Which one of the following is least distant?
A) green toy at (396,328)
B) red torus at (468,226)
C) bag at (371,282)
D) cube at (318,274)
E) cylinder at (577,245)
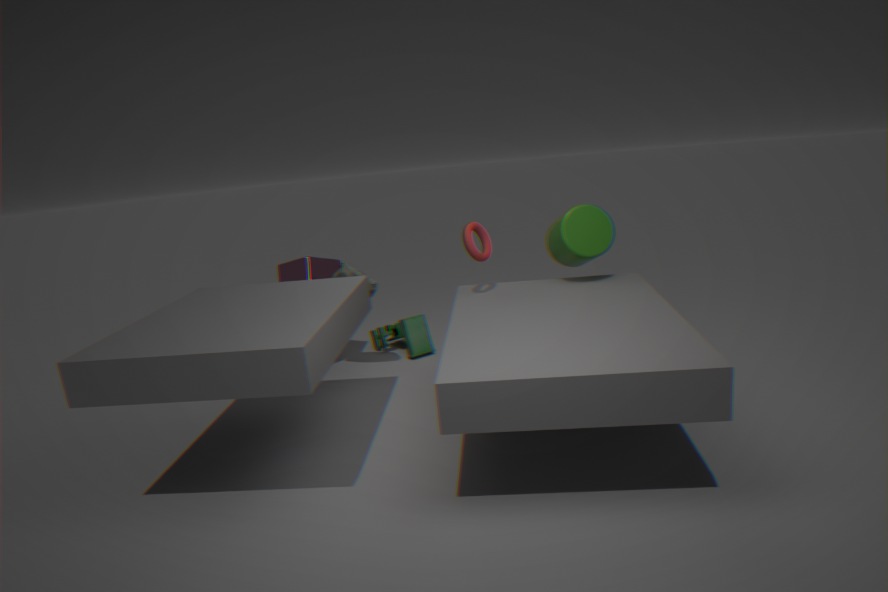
red torus at (468,226)
